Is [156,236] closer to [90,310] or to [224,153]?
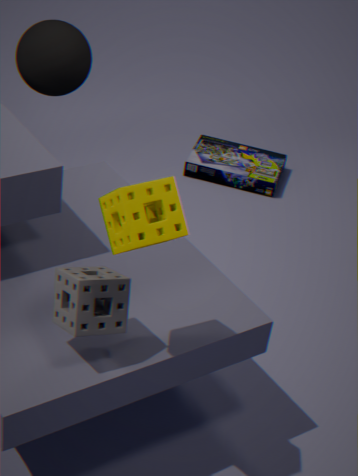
[90,310]
